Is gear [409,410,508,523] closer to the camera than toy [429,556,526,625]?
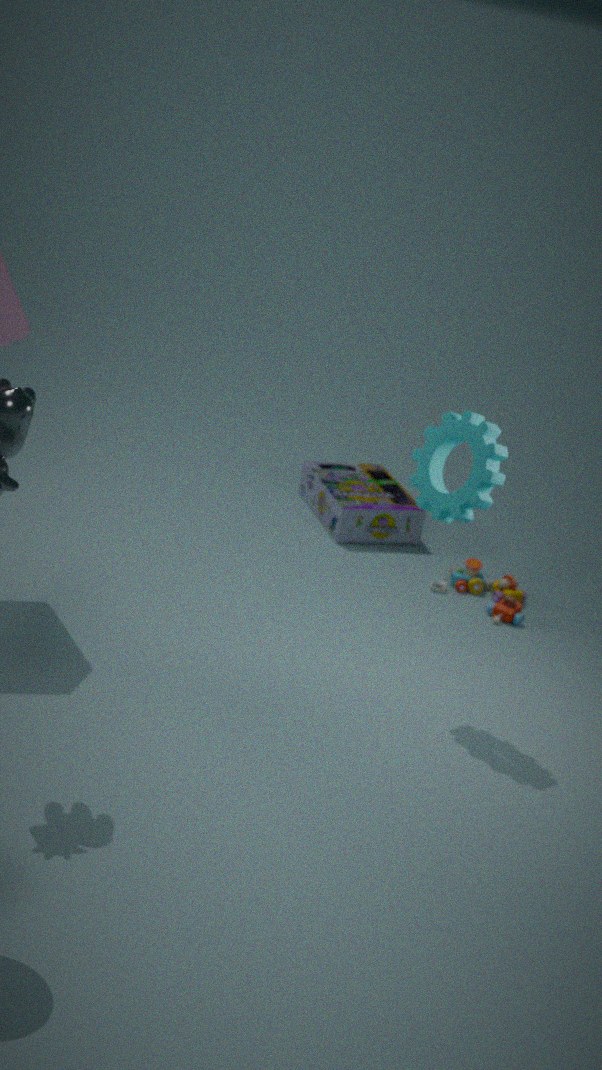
Yes
